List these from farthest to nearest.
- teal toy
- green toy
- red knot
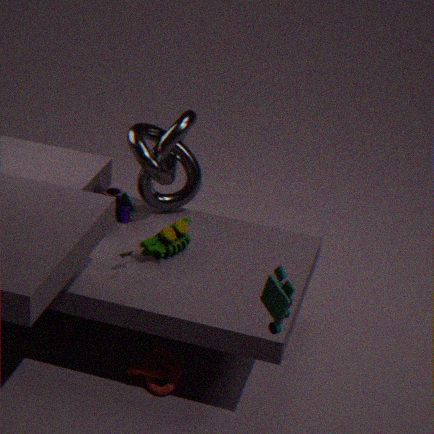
green toy
red knot
teal toy
